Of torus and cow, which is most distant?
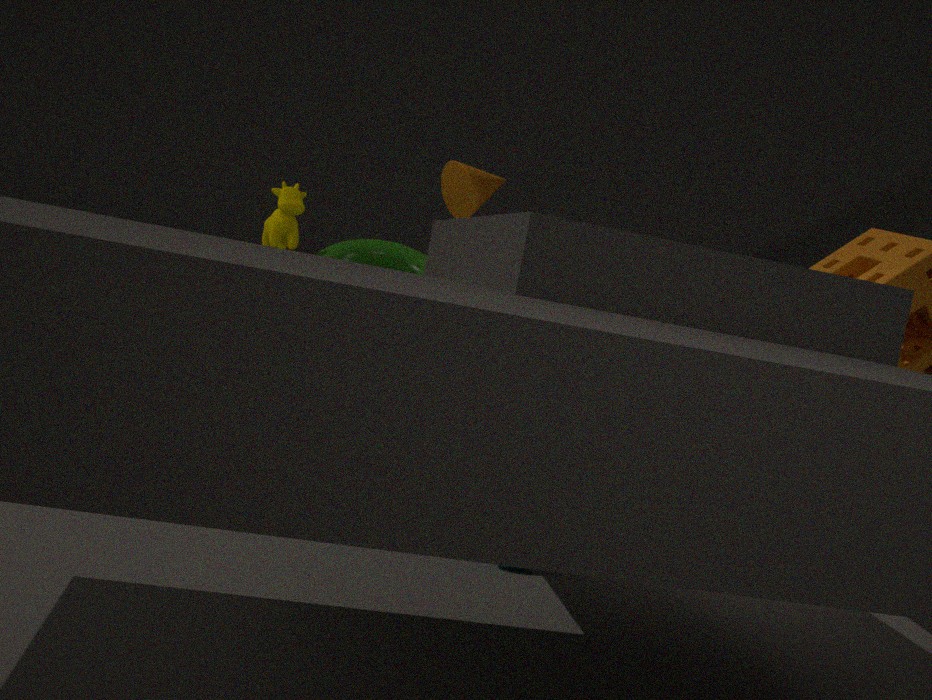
torus
